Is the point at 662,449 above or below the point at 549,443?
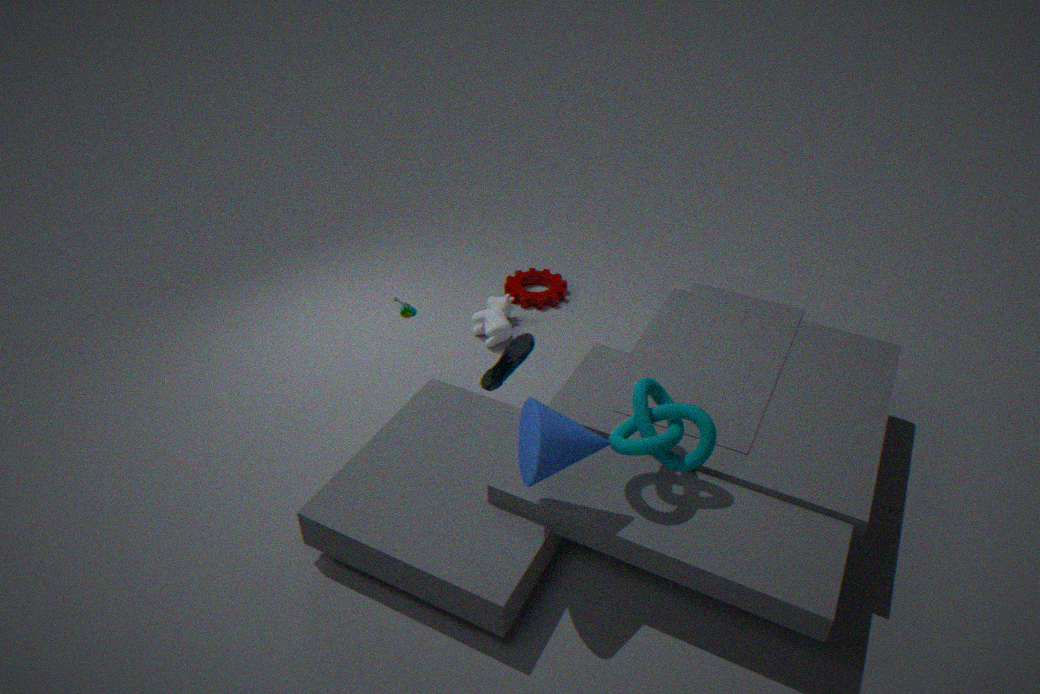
below
